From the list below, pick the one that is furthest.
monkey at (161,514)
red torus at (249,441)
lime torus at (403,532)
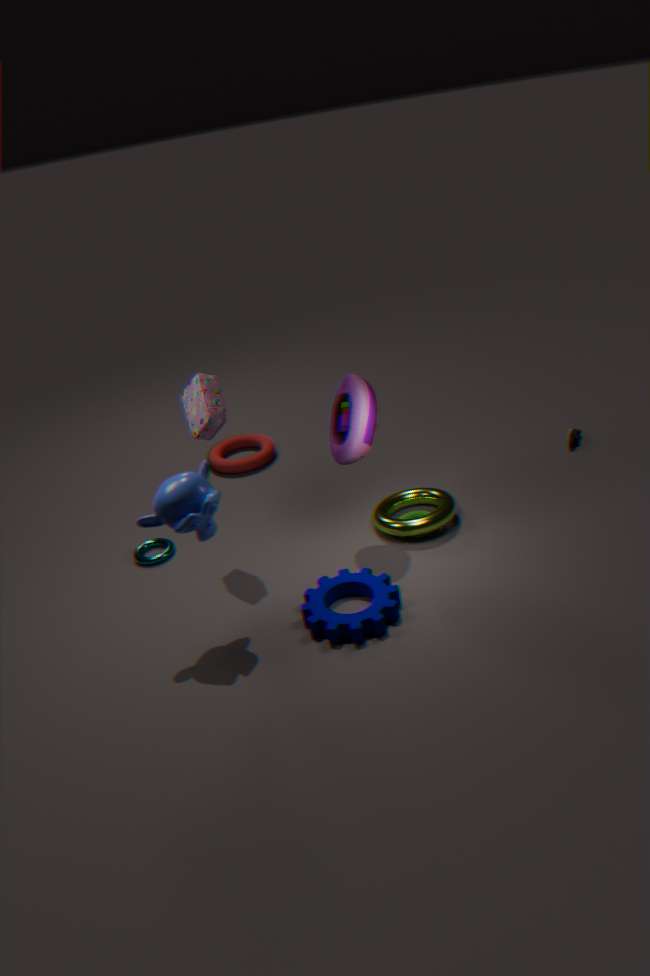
red torus at (249,441)
